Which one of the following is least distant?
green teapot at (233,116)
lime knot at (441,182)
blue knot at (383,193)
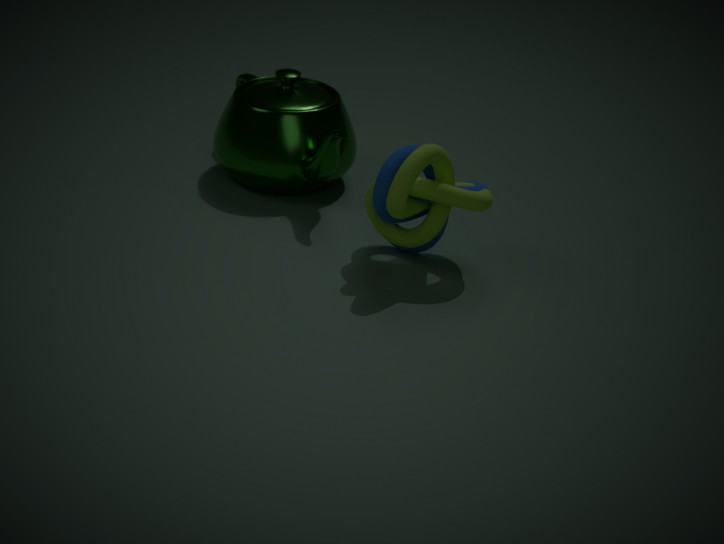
lime knot at (441,182)
